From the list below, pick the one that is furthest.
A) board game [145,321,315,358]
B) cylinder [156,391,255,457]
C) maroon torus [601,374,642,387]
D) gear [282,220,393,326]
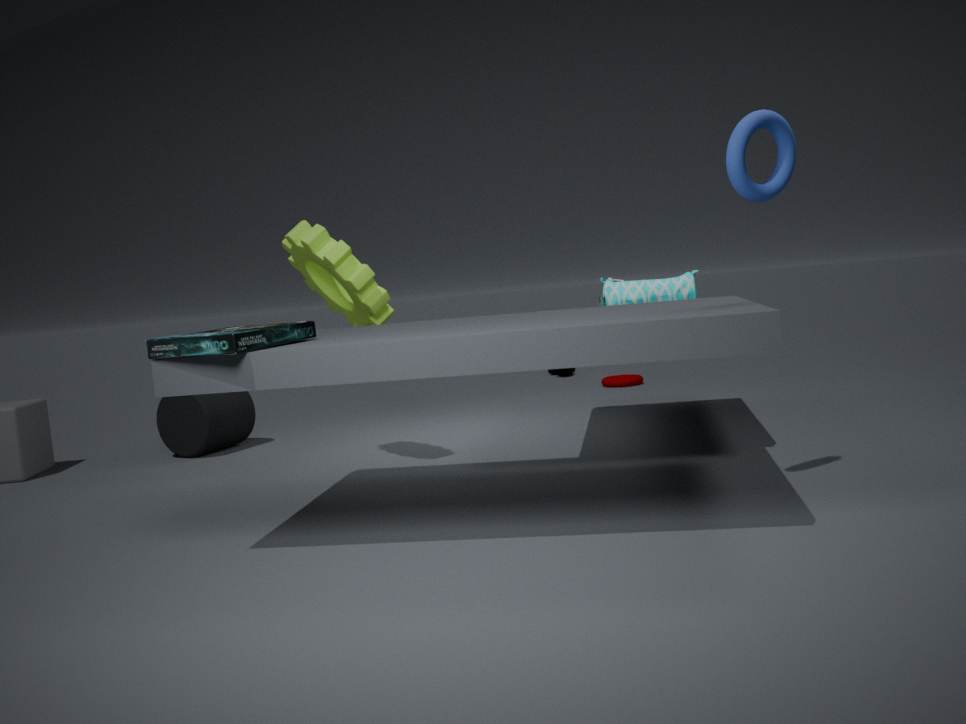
maroon torus [601,374,642,387]
